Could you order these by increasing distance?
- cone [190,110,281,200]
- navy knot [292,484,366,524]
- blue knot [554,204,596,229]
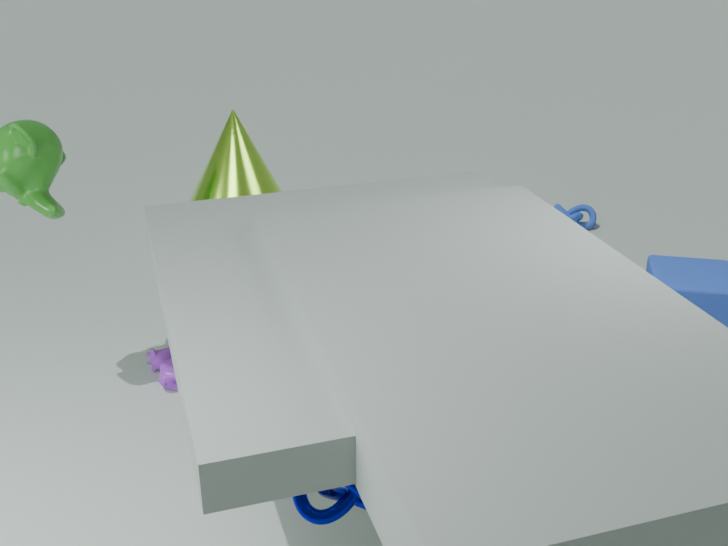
navy knot [292,484,366,524] < cone [190,110,281,200] < blue knot [554,204,596,229]
